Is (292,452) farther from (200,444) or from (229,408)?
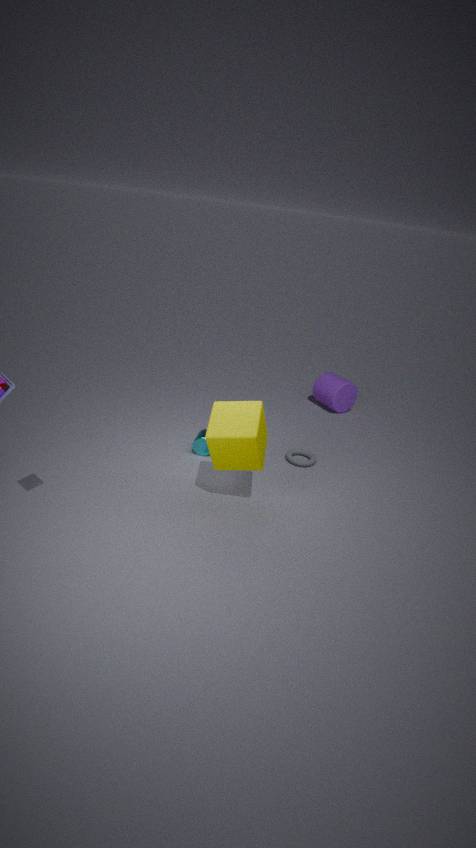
(229,408)
